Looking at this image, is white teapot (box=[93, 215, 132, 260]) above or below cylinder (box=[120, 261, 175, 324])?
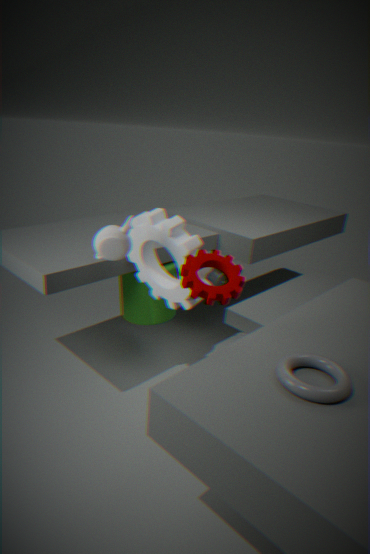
above
